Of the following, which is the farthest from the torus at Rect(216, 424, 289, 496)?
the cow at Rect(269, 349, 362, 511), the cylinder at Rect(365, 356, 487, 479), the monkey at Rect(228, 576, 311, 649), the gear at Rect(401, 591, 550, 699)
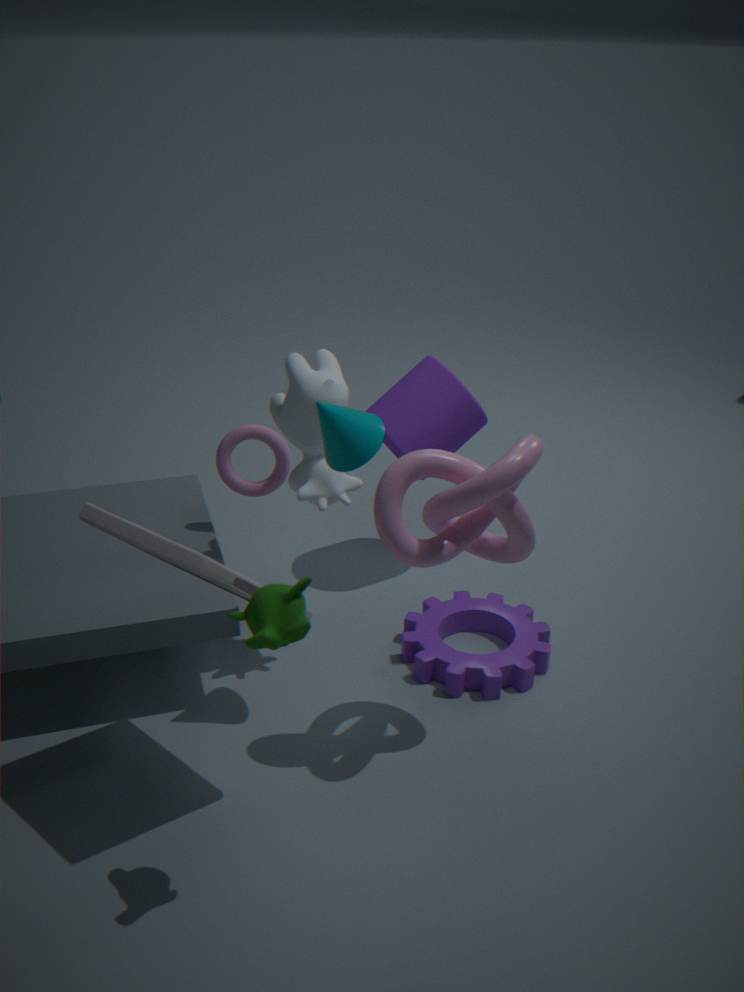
the monkey at Rect(228, 576, 311, 649)
